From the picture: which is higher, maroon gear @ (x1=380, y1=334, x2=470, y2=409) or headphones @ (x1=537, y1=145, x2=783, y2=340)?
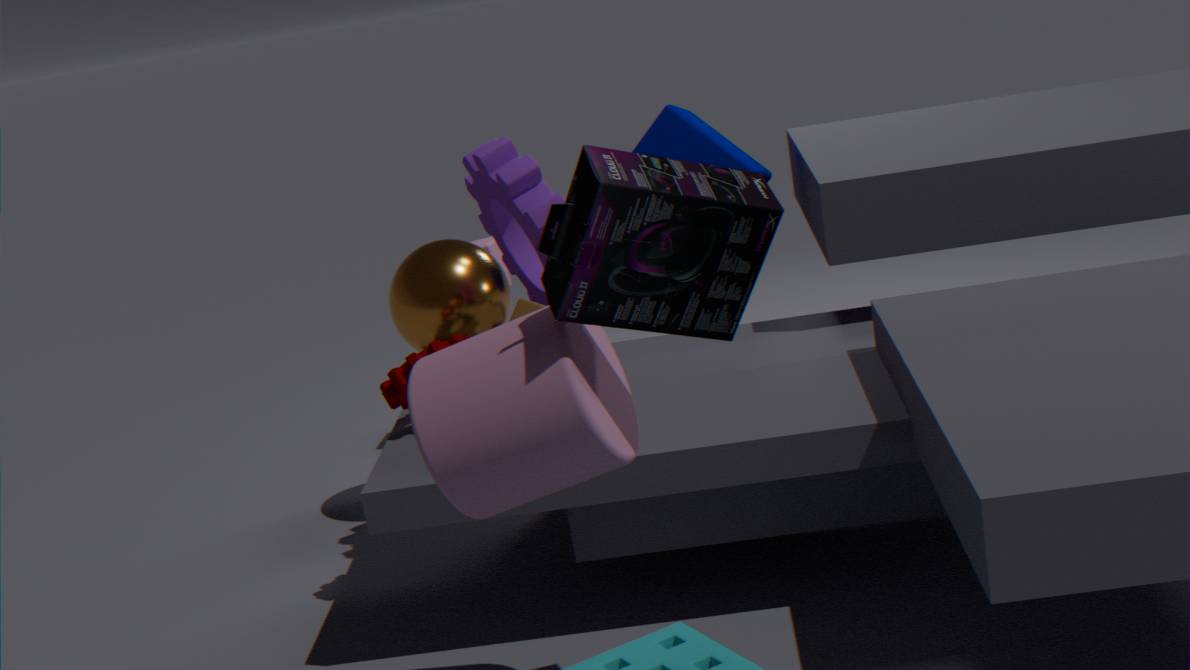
headphones @ (x1=537, y1=145, x2=783, y2=340)
